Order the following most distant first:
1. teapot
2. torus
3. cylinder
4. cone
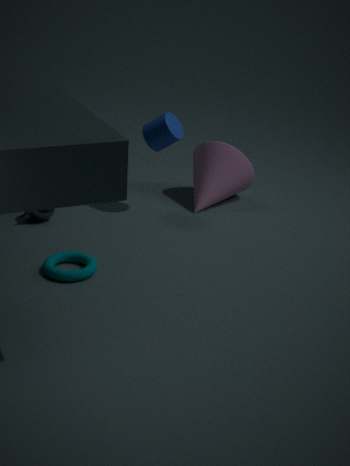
cone < cylinder < teapot < torus
